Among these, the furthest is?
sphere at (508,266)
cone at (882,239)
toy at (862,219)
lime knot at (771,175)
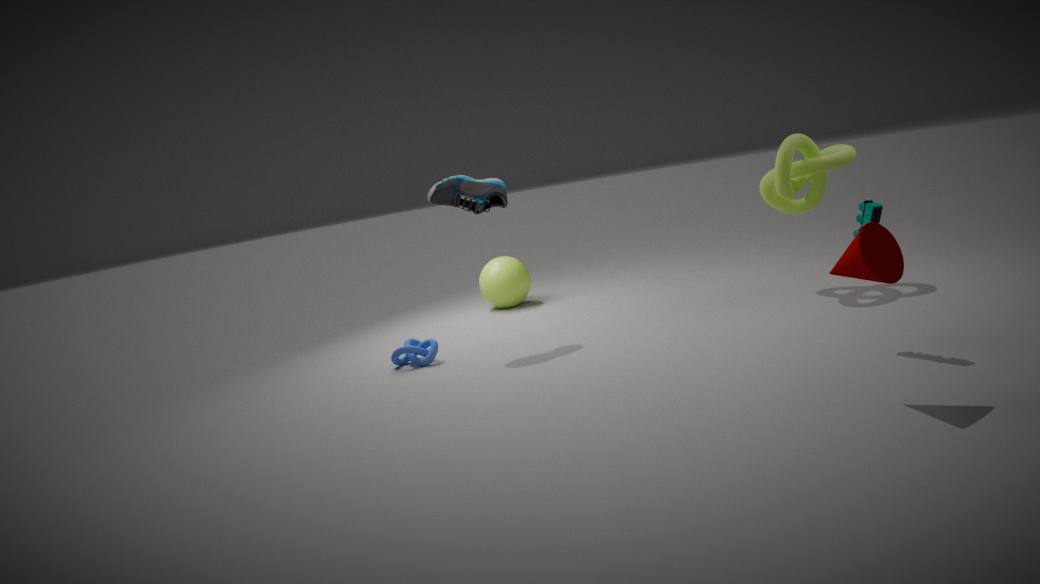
sphere at (508,266)
